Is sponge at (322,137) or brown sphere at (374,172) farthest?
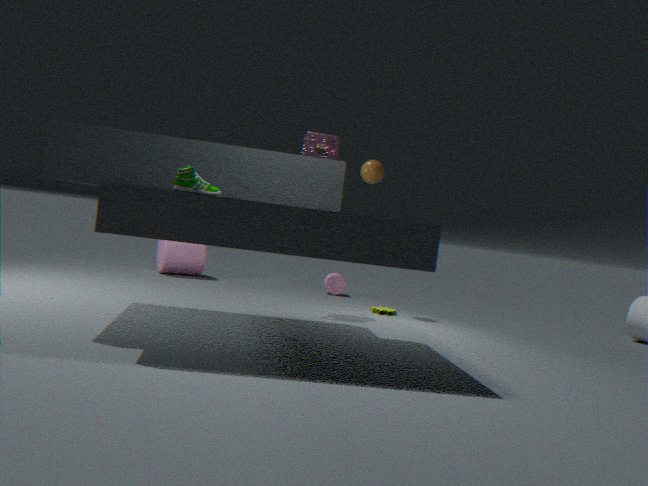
brown sphere at (374,172)
